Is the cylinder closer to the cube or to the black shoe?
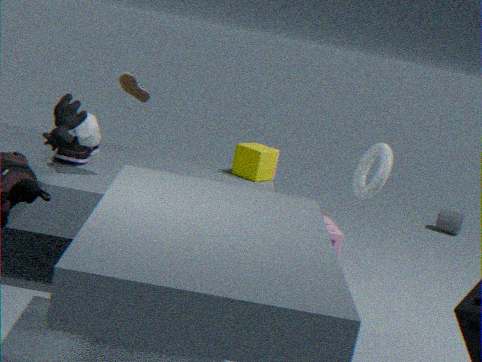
the cube
